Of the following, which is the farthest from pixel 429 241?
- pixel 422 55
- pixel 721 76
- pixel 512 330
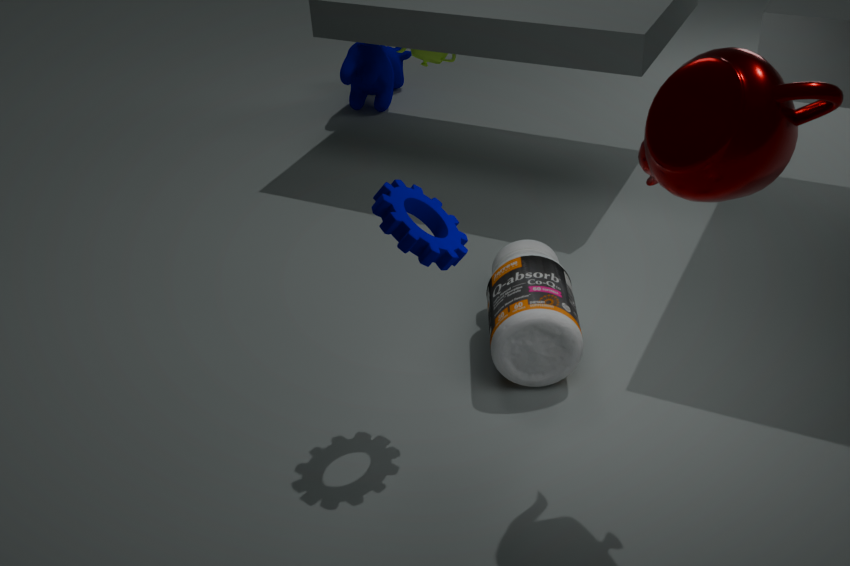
pixel 422 55
